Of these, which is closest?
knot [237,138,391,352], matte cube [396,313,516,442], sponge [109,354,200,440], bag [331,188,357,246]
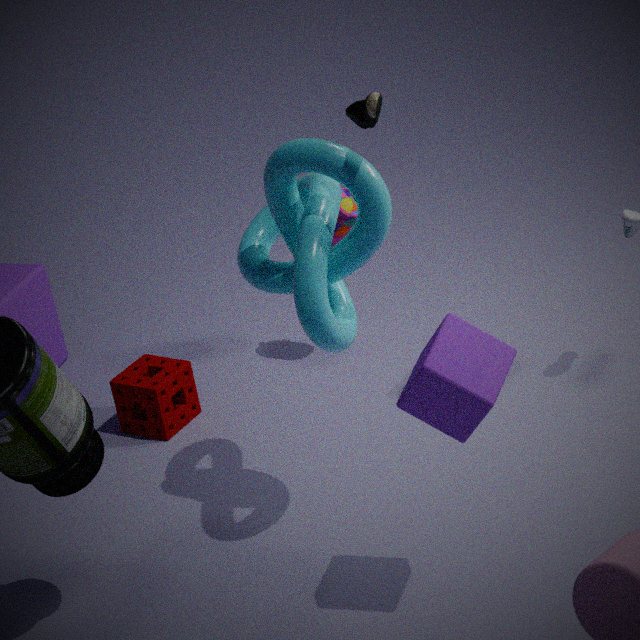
matte cube [396,313,516,442]
